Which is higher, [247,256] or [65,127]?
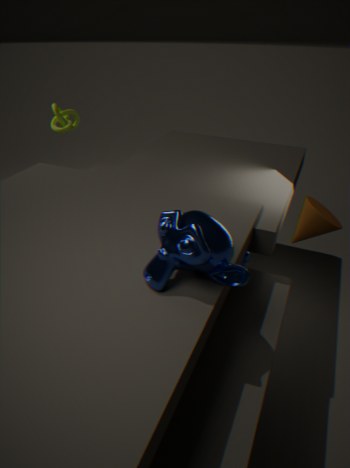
[65,127]
